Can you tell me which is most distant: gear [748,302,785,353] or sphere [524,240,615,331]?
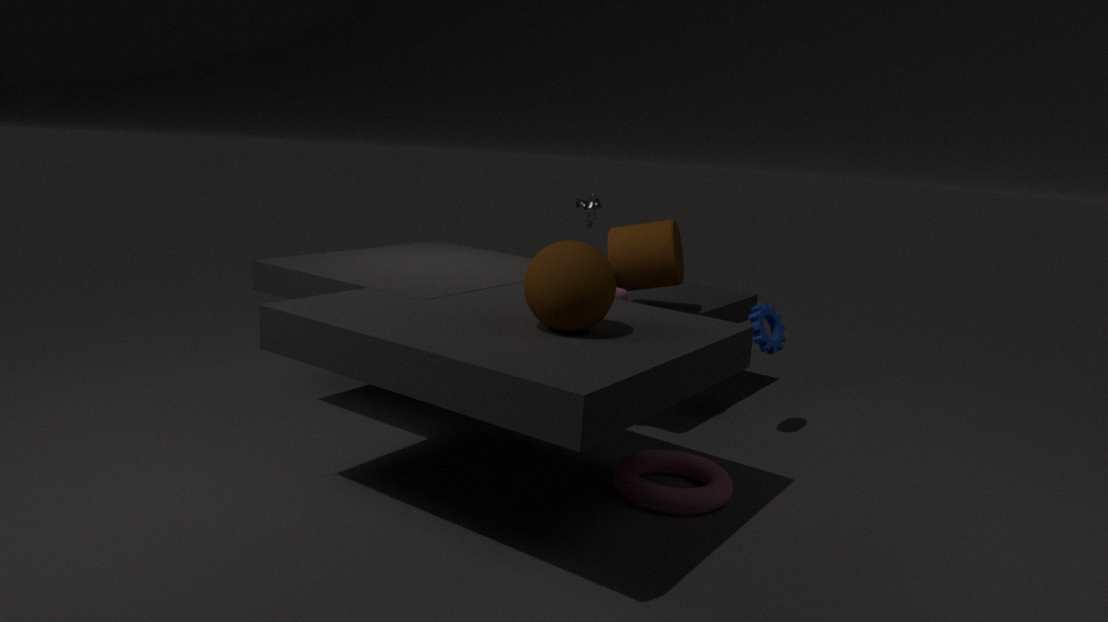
gear [748,302,785,353]
